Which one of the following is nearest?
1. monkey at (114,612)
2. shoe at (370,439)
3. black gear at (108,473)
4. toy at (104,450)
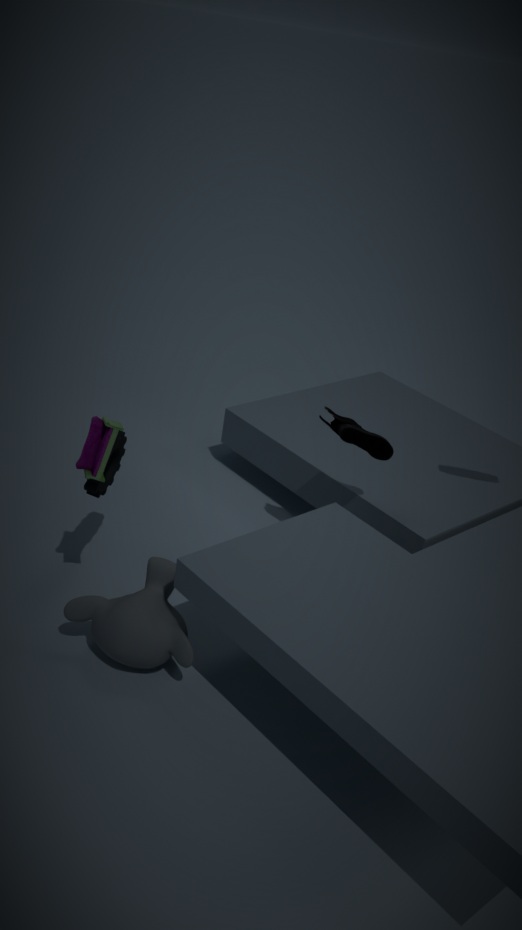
monkey at (114,612)
